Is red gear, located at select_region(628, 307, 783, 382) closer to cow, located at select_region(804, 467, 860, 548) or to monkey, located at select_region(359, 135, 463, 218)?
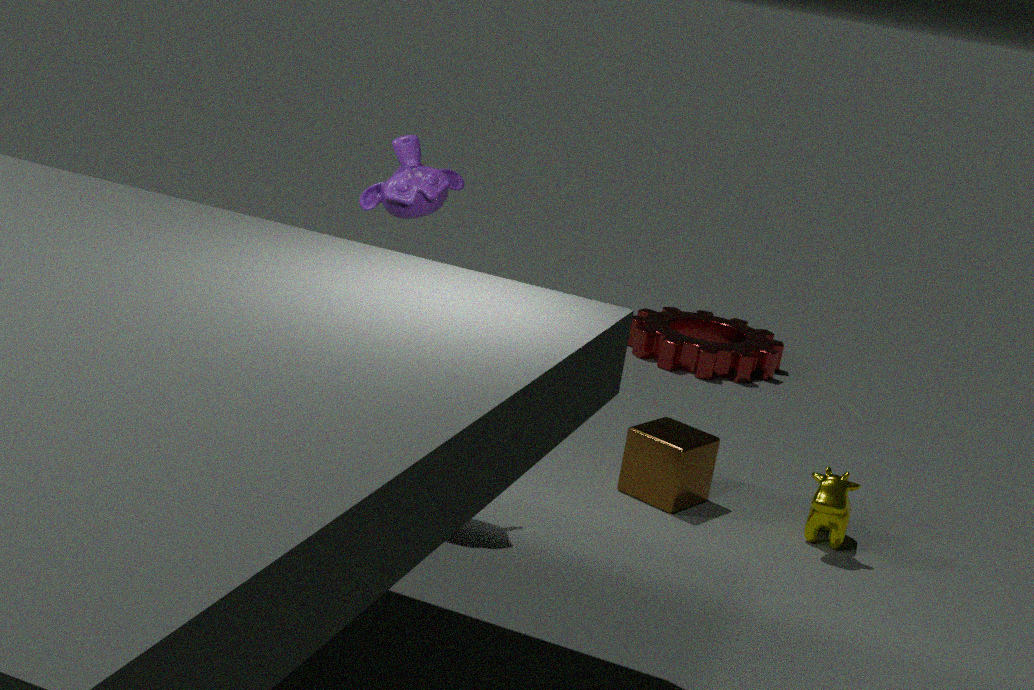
cow, located at select_region(804, 467, 860, 548)
